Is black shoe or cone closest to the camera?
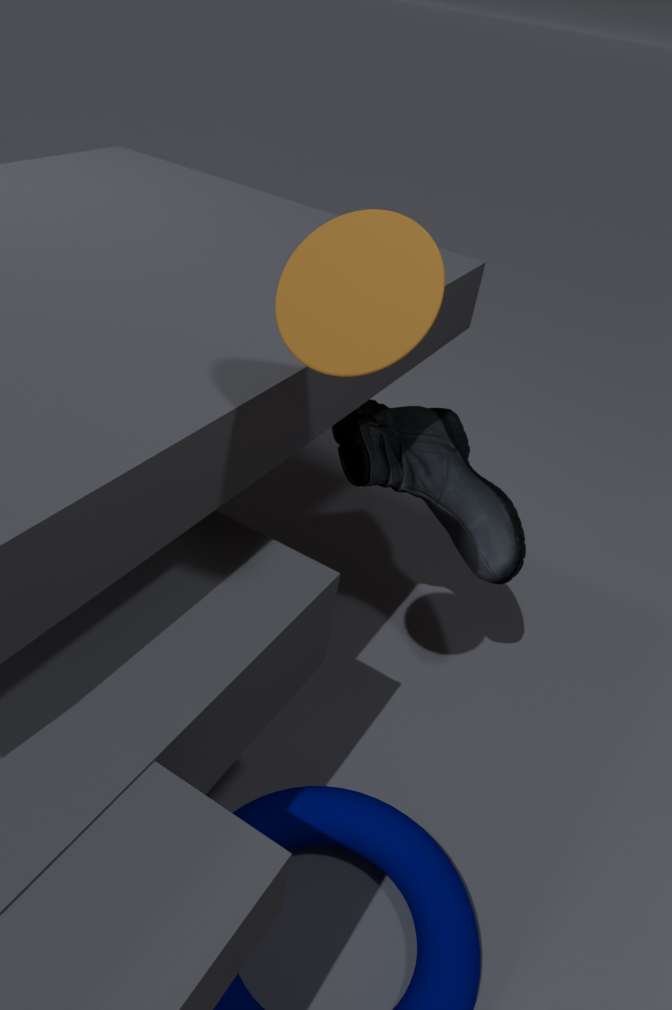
cone
